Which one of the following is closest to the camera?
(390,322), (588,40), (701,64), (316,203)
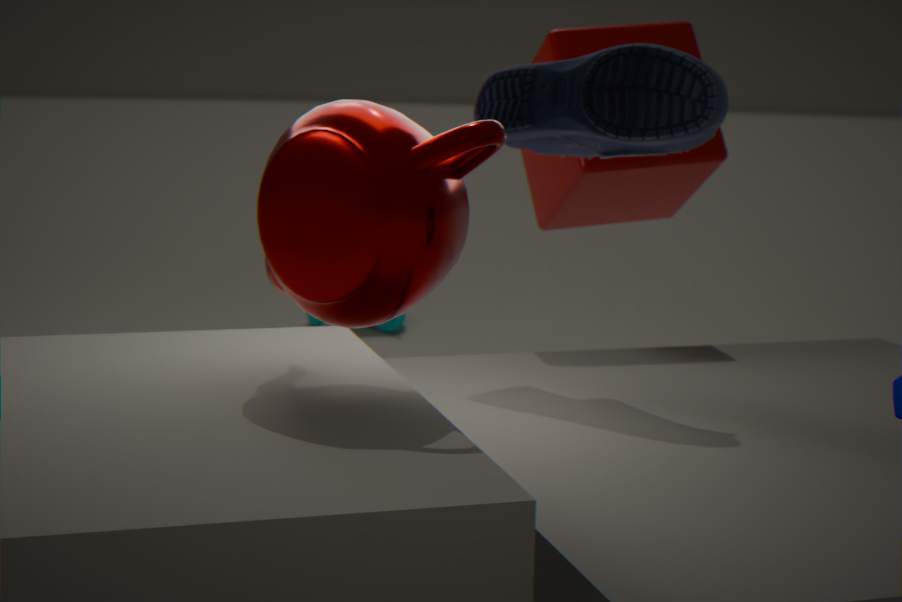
(316,203)
